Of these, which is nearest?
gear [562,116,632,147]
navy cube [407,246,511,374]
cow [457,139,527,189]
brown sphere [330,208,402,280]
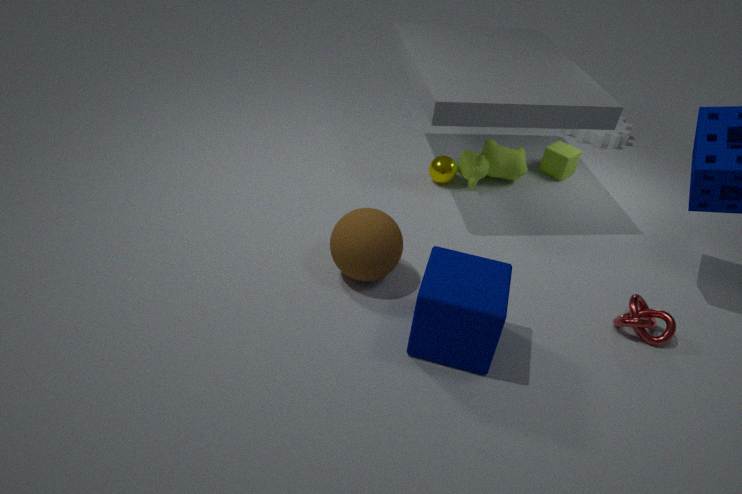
navy cube [407,246,511,374]
